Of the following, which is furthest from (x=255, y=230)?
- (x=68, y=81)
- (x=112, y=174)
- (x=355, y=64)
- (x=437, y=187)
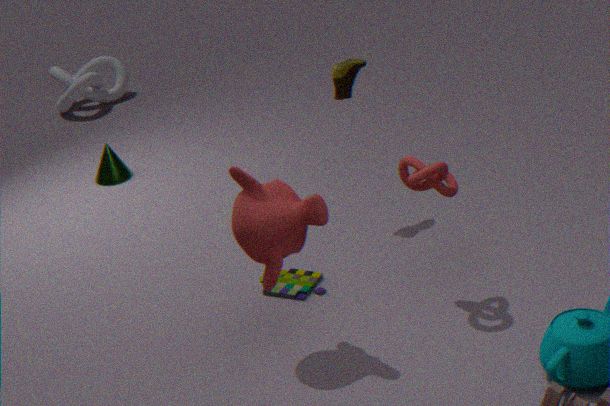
(x=68, y=81)
